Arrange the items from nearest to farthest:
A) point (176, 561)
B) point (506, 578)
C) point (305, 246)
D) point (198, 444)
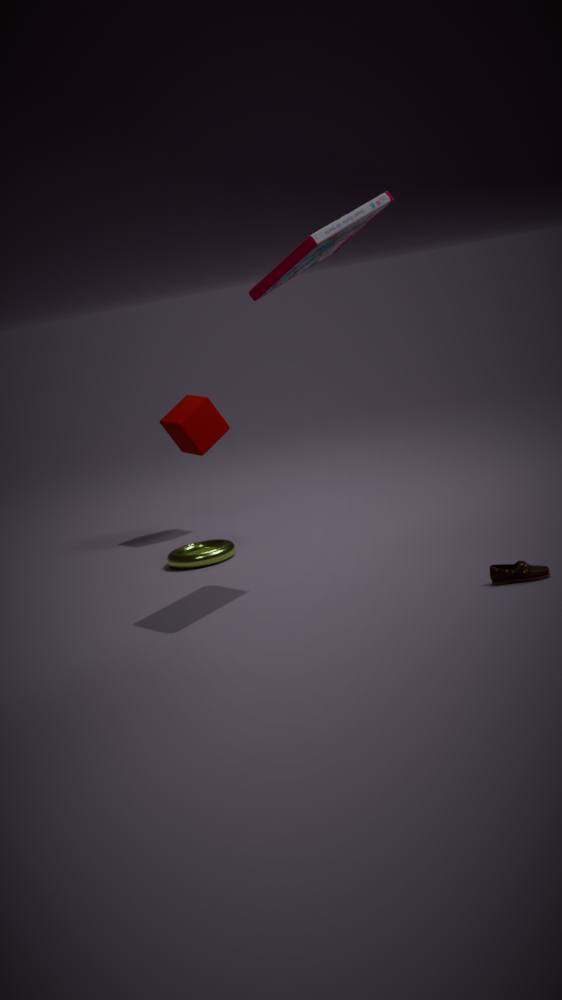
1. point (305, 246)
2. point (506, 578)
3. point (176, 561)
4. point (198, 444)
